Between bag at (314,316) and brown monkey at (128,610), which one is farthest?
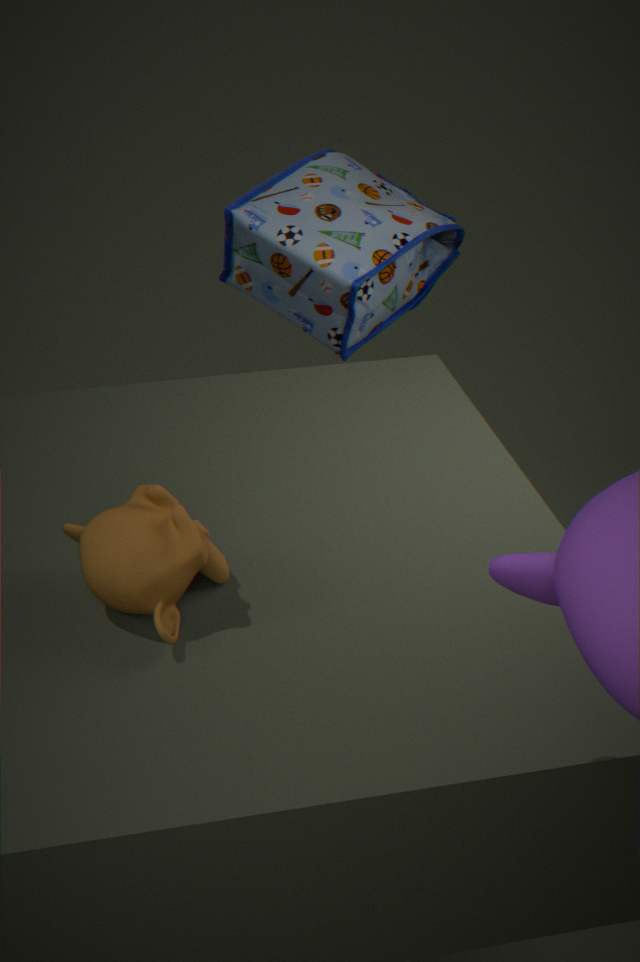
bag at (314,316)
